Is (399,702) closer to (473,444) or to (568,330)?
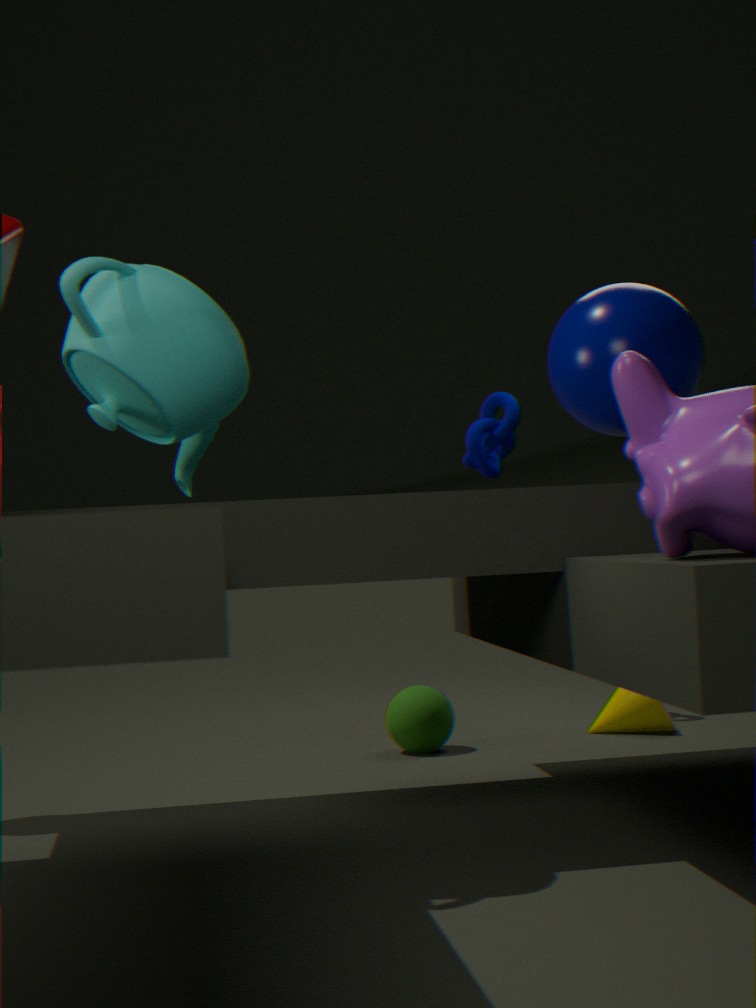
(473,444)
